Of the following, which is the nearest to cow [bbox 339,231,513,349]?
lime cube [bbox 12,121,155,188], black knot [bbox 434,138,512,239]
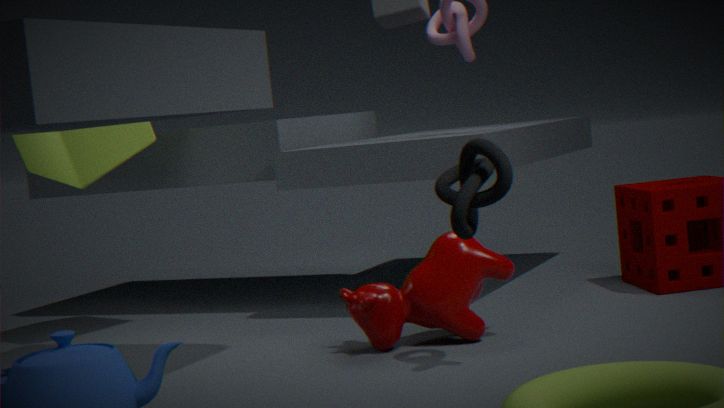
black knot [bbox 434,138,512,239]
